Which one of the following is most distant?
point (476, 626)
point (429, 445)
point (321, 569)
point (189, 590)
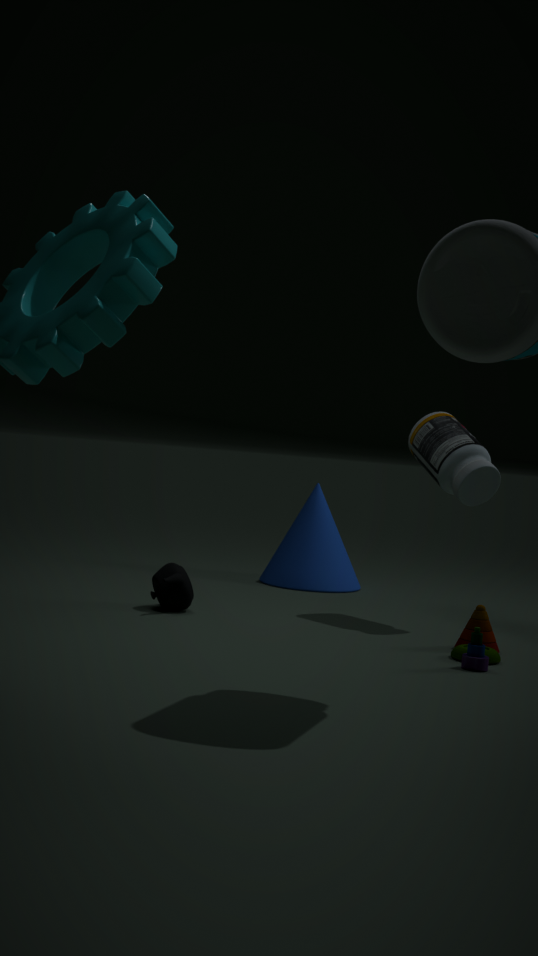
point (321, 569)
